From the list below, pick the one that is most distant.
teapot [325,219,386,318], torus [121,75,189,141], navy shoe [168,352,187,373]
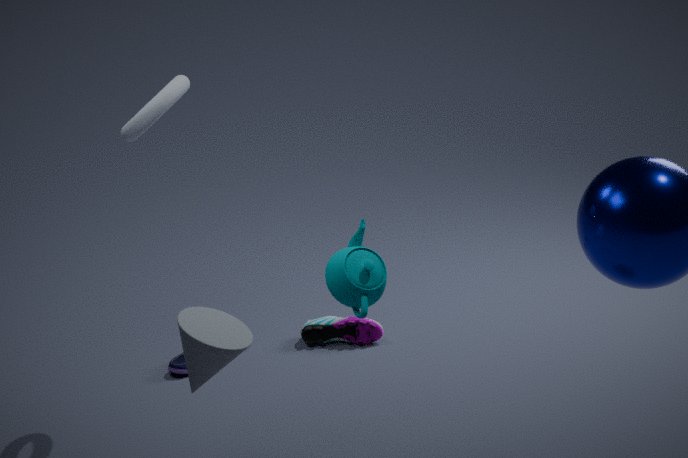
navy shoe [168,352,187,373]
